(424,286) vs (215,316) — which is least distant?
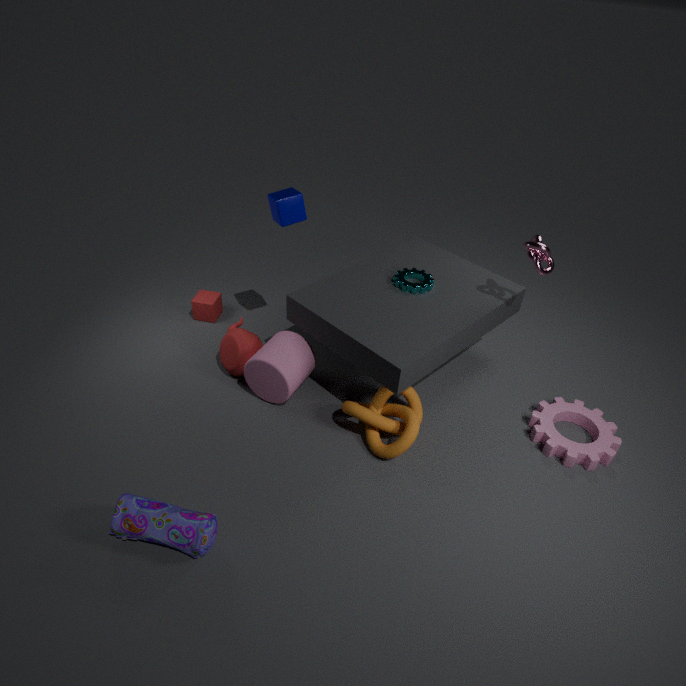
(424,286)
